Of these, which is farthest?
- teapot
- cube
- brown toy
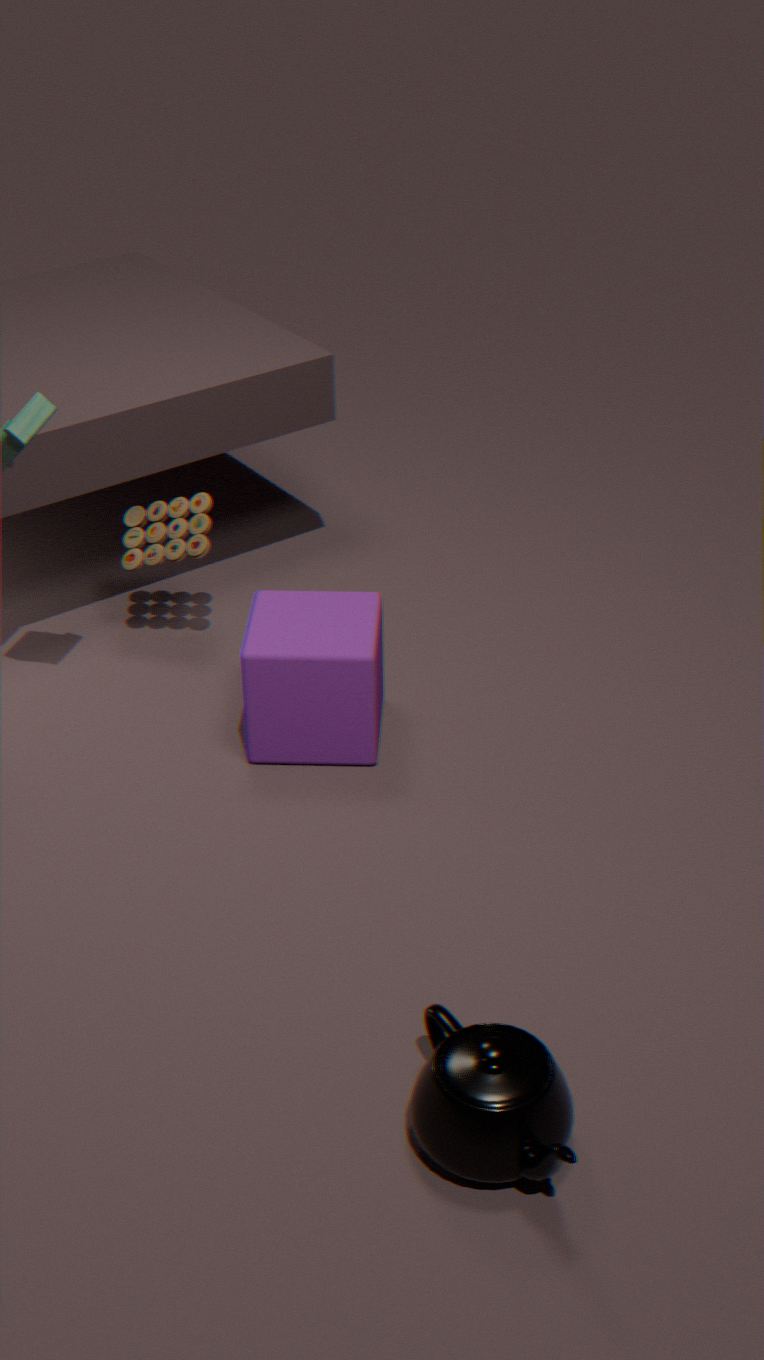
brown toy
